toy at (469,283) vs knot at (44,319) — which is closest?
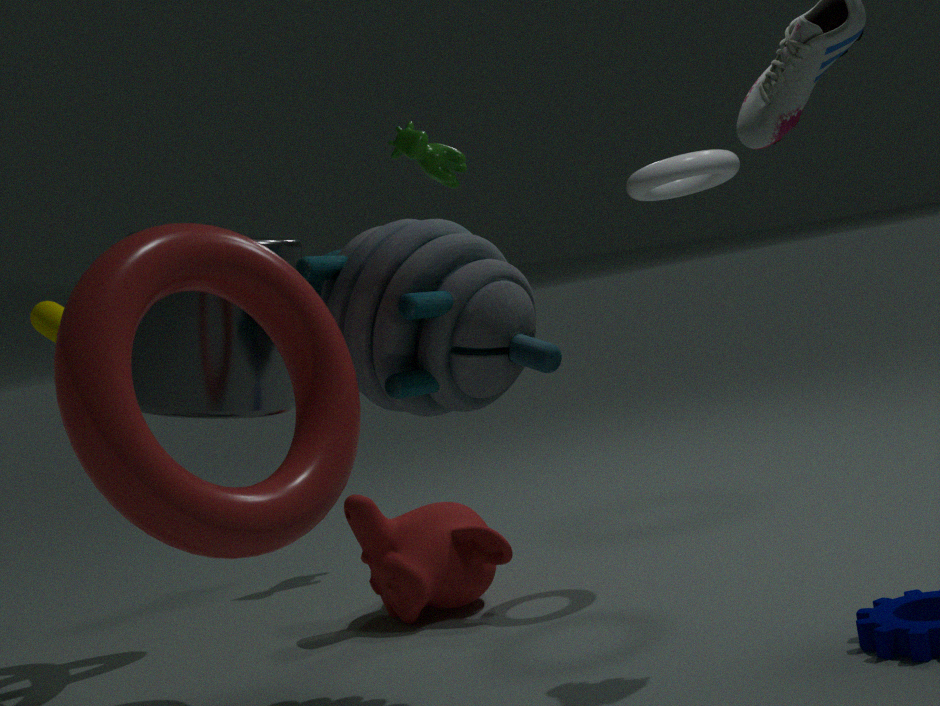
toy at (469,283)
